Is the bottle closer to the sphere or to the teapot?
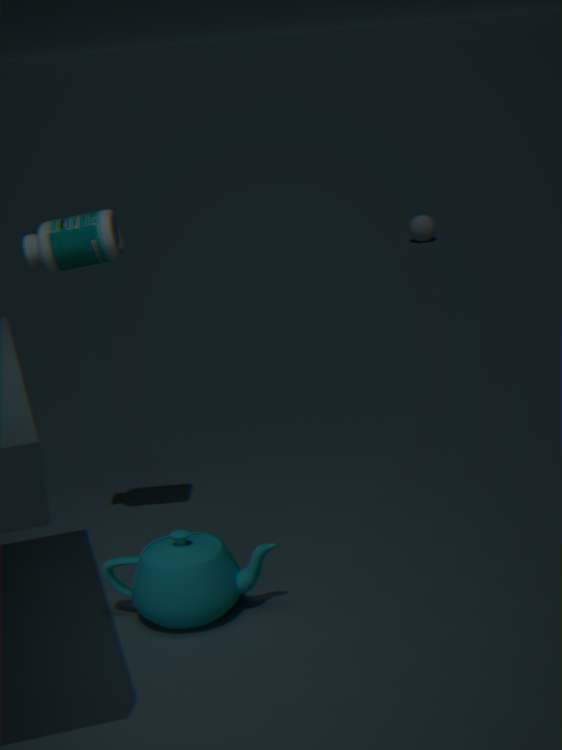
the teapot
